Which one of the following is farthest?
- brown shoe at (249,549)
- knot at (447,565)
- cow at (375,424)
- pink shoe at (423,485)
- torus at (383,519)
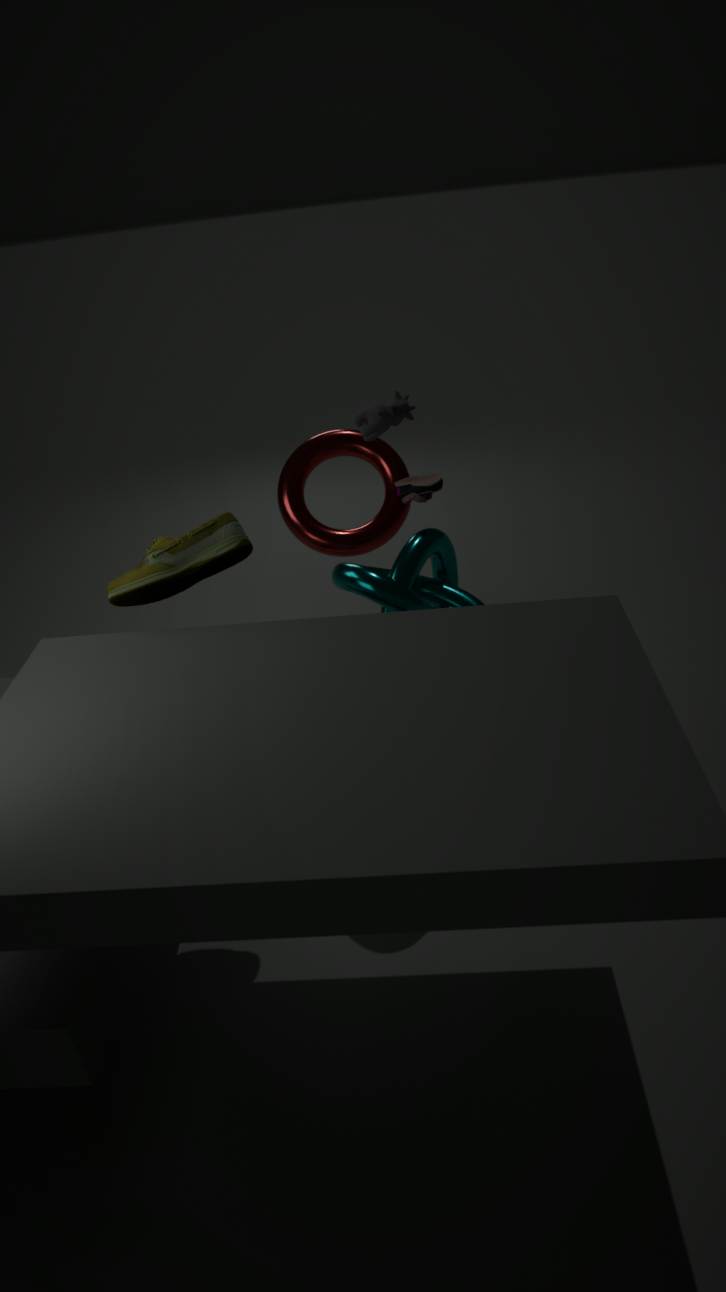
torus at (383,519)
